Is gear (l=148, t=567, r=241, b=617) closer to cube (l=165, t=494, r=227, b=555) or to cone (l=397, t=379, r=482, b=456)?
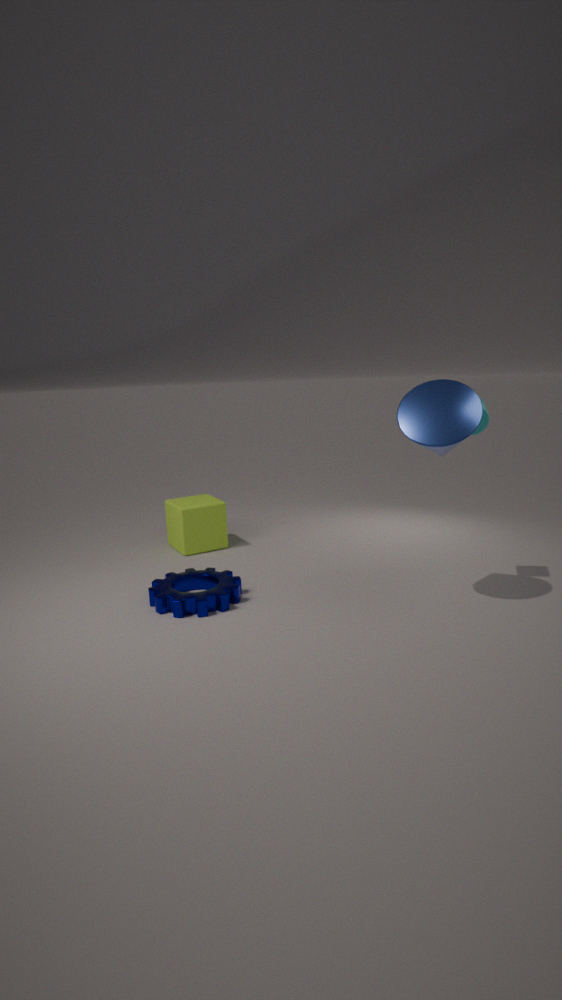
cube (l=165, t=494, r=227, b=555)
